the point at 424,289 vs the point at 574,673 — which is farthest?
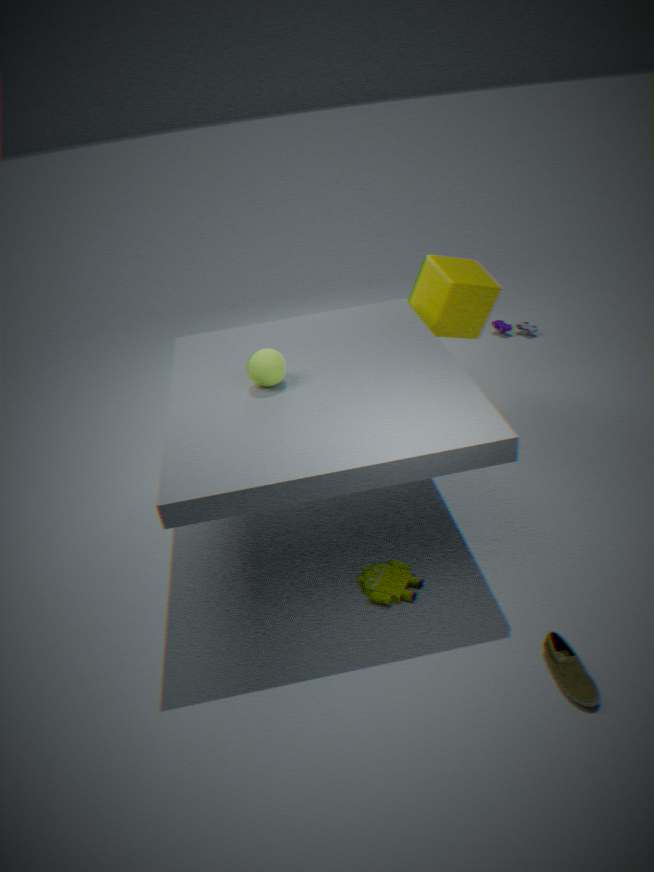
the point at 424,289
